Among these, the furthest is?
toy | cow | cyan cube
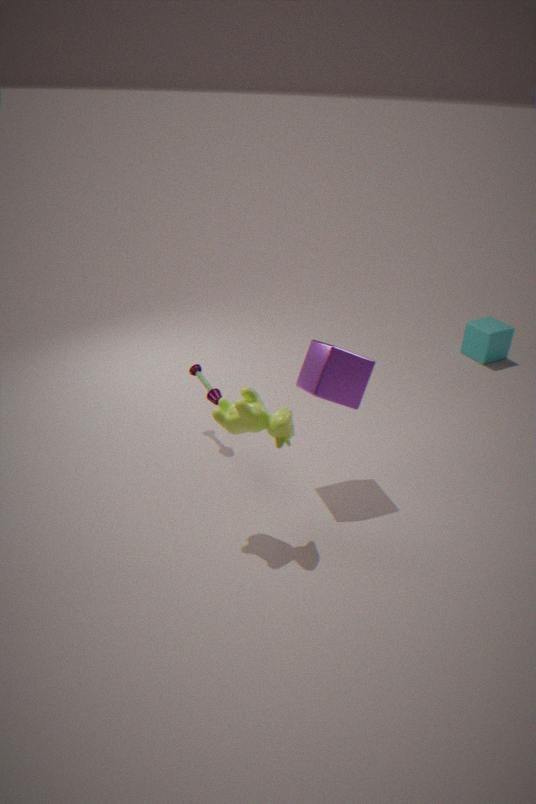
cyan cube
